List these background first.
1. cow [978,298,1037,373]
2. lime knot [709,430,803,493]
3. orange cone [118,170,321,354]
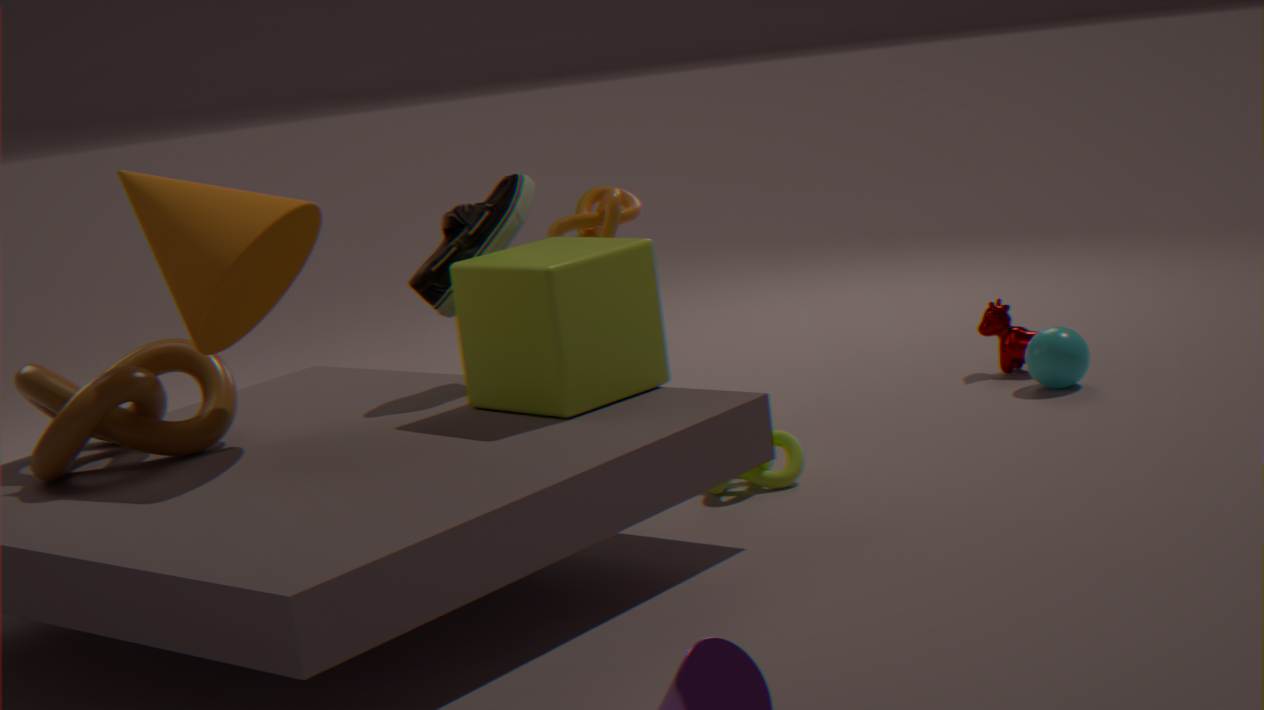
1. cow [978,298,1037,373]
2. lime knot [709,430,803,493]
3. orange cone [118,170,321,354]
